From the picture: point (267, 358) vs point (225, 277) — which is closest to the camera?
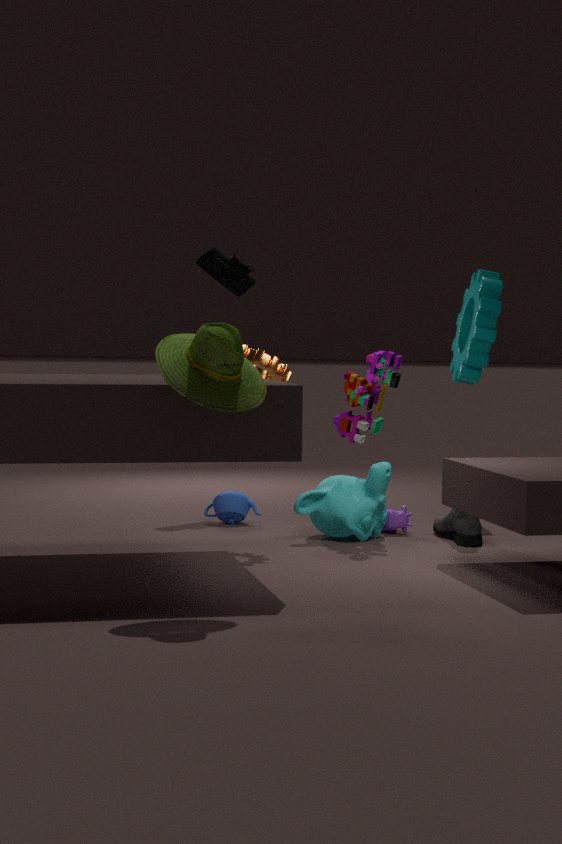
point (267, 358)
